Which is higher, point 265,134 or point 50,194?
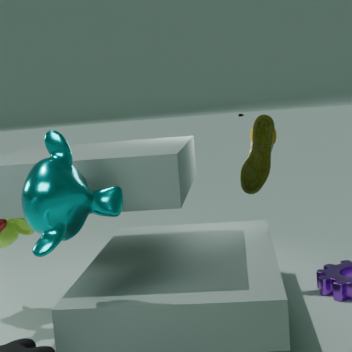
point 265,134
